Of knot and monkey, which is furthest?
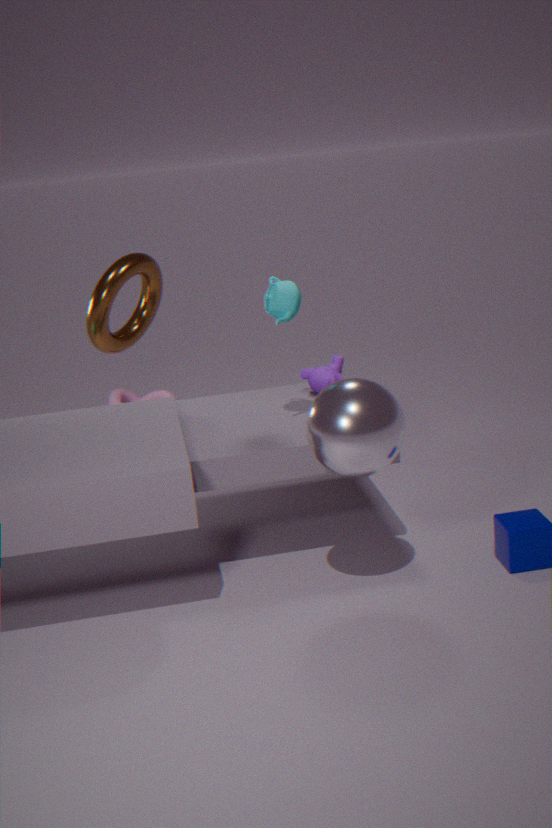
→ knot
